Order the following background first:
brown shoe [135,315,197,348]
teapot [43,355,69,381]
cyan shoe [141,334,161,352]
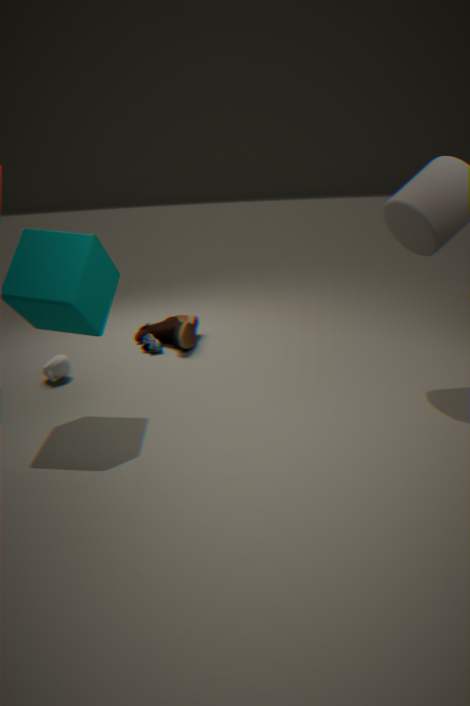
1. cyan shoe [141,334,161,352]
2. brown shoe [135,315,197,348]
3. teapot [43,355,69,381]
